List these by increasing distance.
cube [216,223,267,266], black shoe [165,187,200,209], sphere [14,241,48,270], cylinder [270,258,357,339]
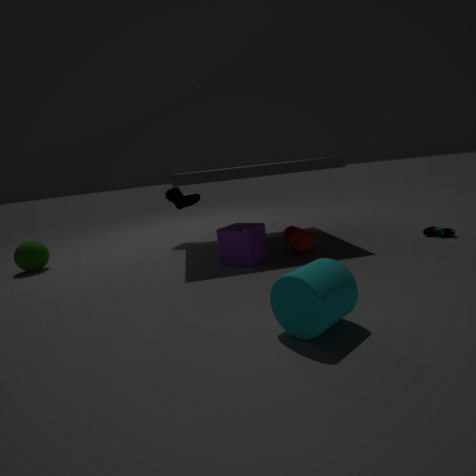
cylinder [270,258,357,339], cube [216,223,267,266], sphere [14,241,48,270], black shoe [165,187,200,209]
